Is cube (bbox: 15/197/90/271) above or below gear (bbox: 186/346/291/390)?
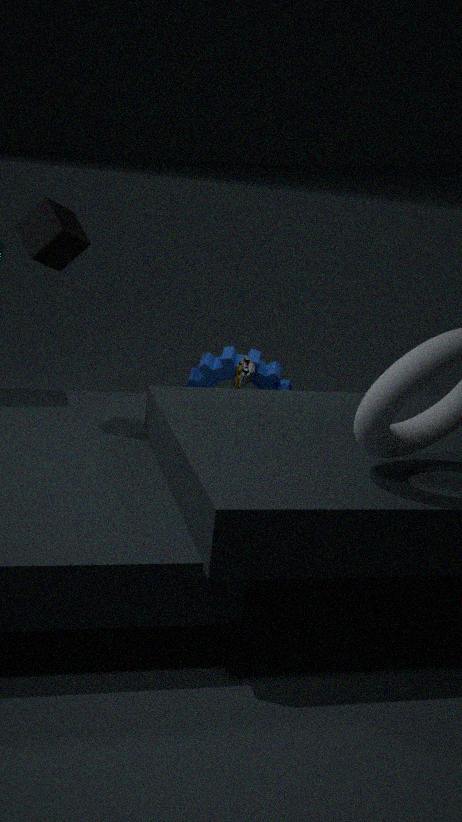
above
